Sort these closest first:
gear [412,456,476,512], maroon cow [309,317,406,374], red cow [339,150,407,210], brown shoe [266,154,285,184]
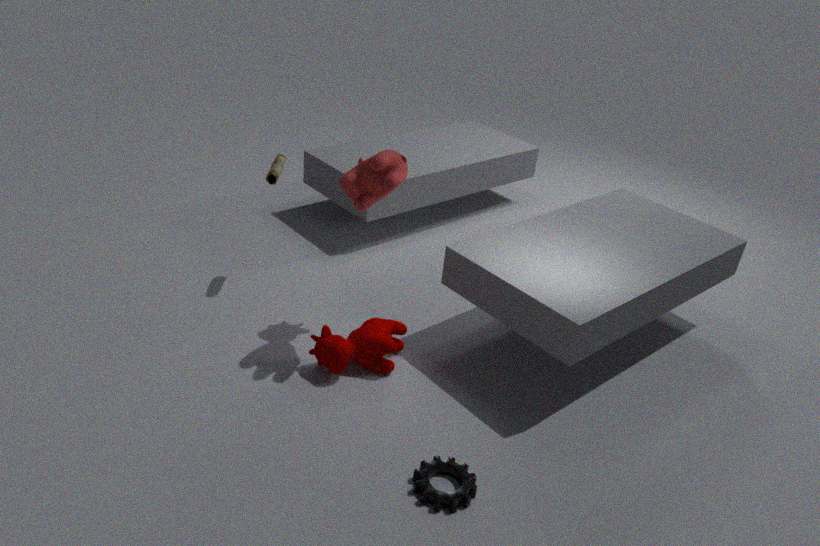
gear [412,456,476,512] < red cow [339,150,407,210] < maroon cow [309,317,406,374] < brown shoe [266,154,285,184]
